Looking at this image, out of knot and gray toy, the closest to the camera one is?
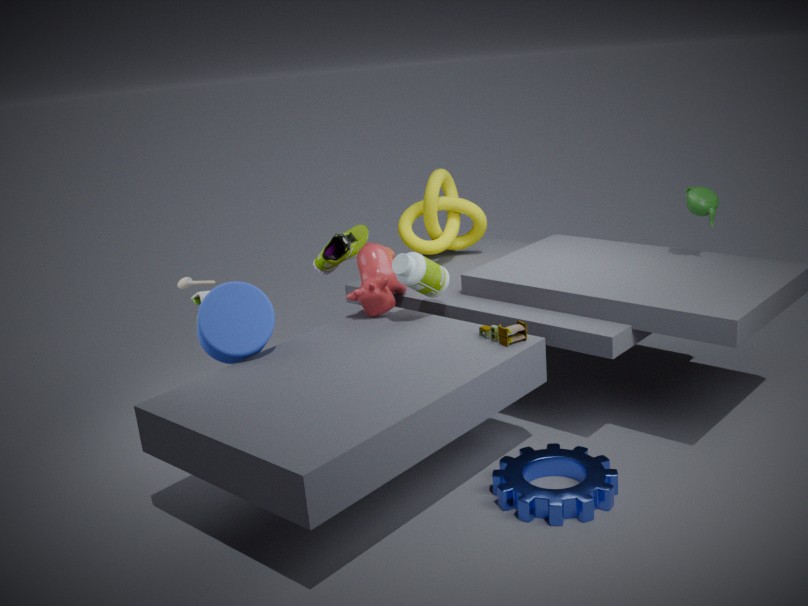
gray toy
